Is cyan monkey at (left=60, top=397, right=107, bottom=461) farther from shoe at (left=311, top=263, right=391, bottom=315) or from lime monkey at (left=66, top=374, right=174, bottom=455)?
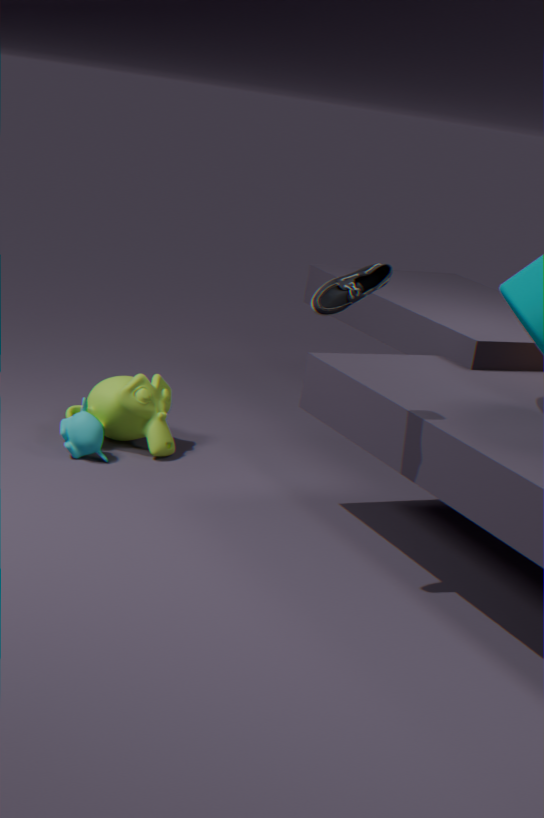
shoe at (left=311, top=263, right=391, bottom=315)
